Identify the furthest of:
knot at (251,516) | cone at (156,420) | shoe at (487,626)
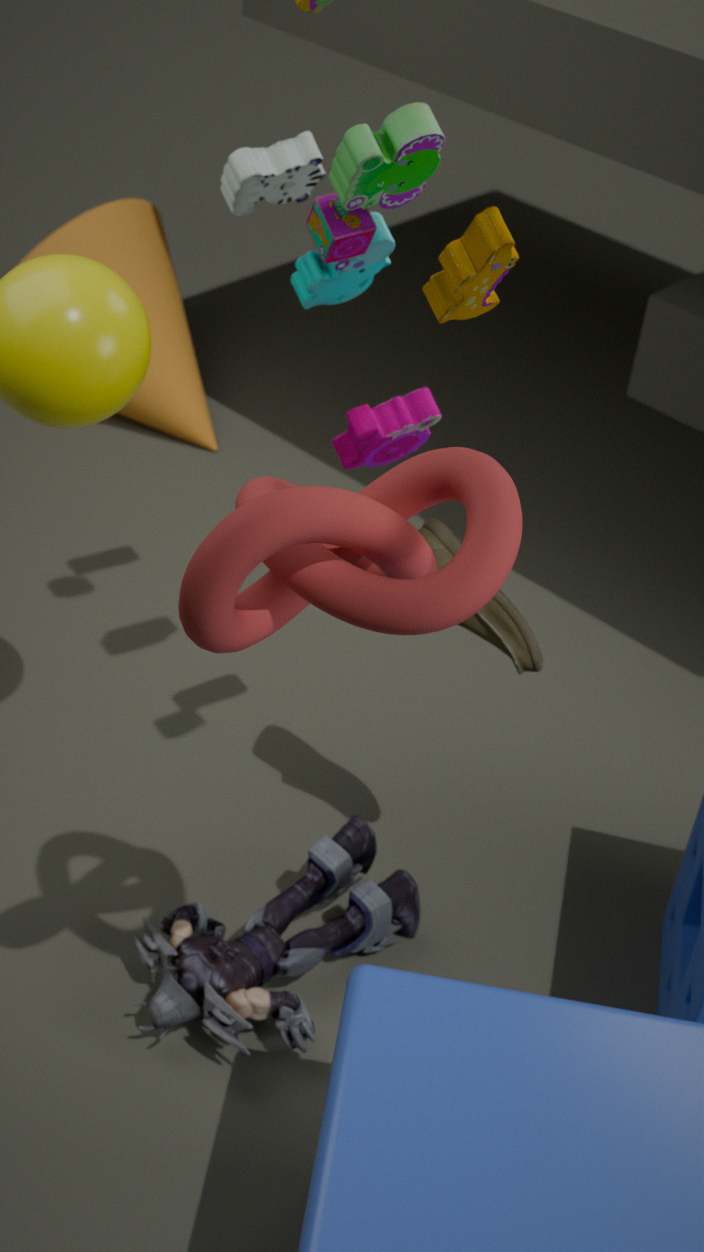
cone at (156,420)
